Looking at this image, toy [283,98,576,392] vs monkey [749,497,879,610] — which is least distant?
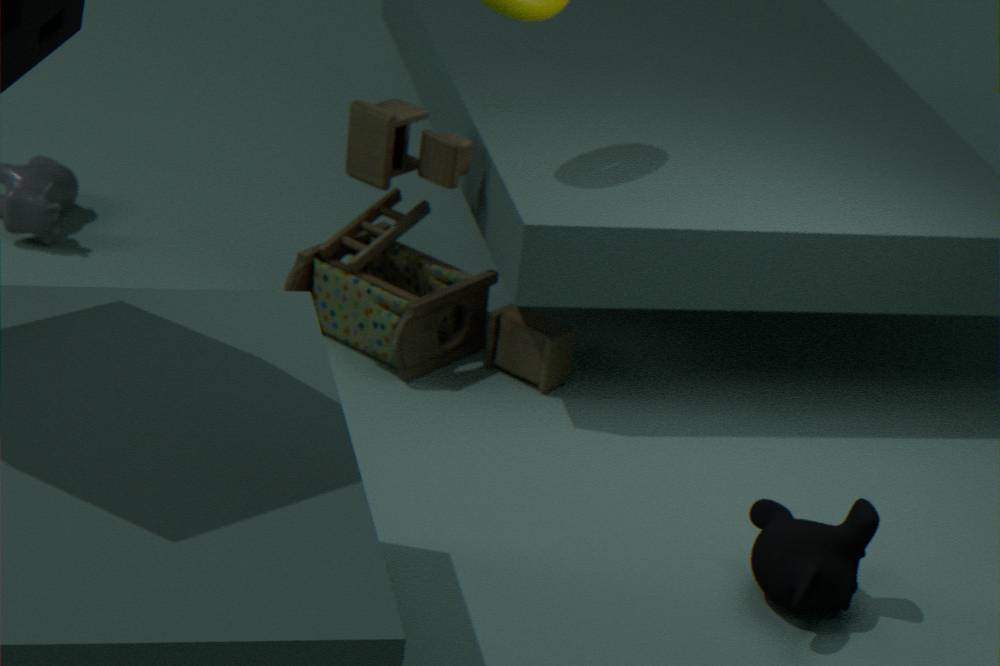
monkey [749,497,879,610]
